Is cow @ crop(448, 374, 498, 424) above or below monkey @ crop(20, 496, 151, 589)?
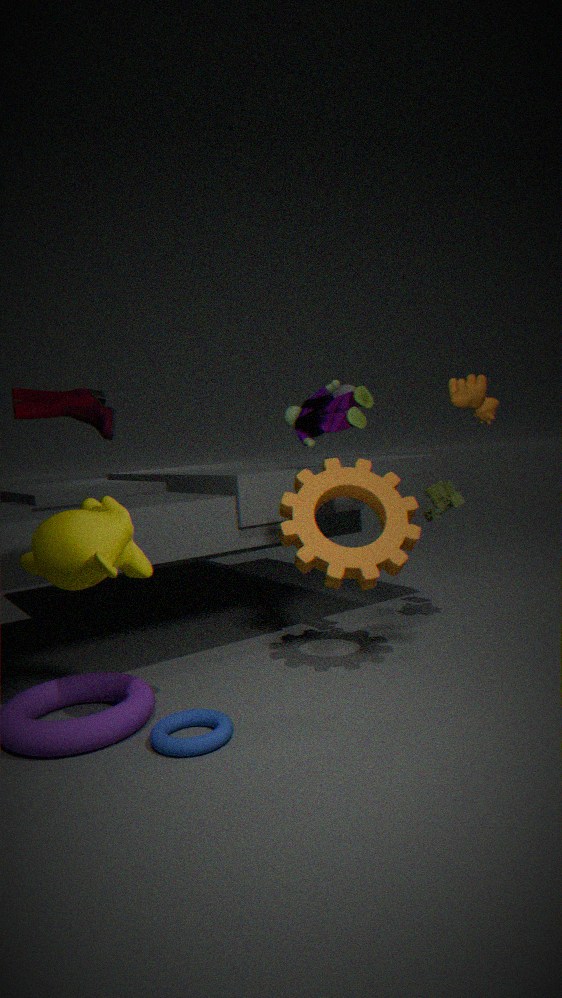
above
